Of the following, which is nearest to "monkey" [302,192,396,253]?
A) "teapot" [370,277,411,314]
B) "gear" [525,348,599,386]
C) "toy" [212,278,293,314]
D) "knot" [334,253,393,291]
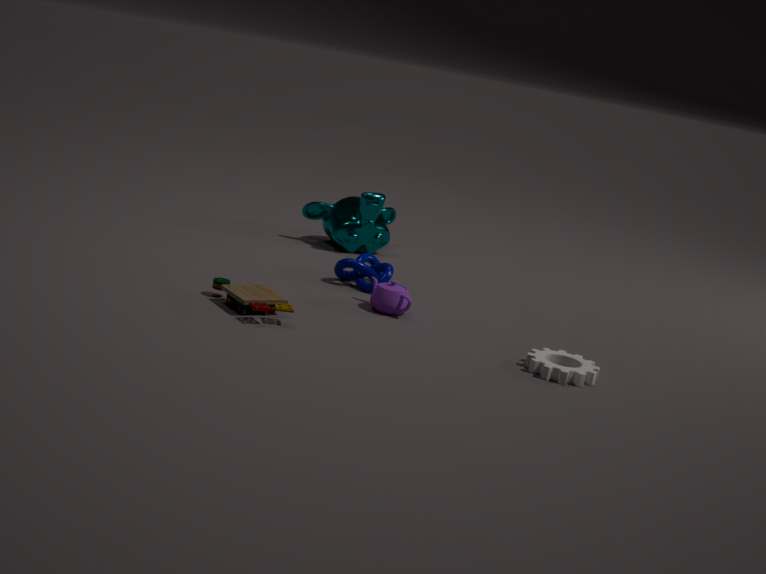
"knot" [334,253,393,291]
